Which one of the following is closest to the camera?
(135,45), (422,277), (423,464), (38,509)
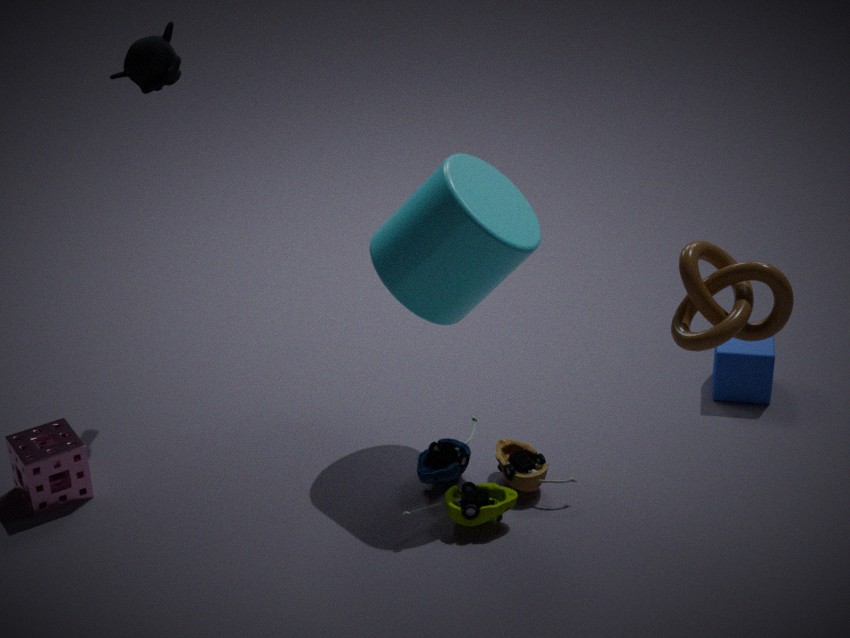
(422,277)
